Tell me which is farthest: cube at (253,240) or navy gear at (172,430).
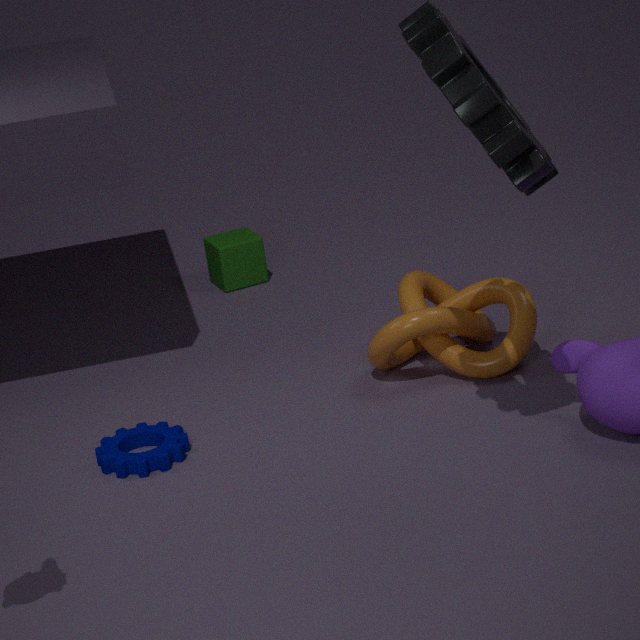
cube at (253,240)
